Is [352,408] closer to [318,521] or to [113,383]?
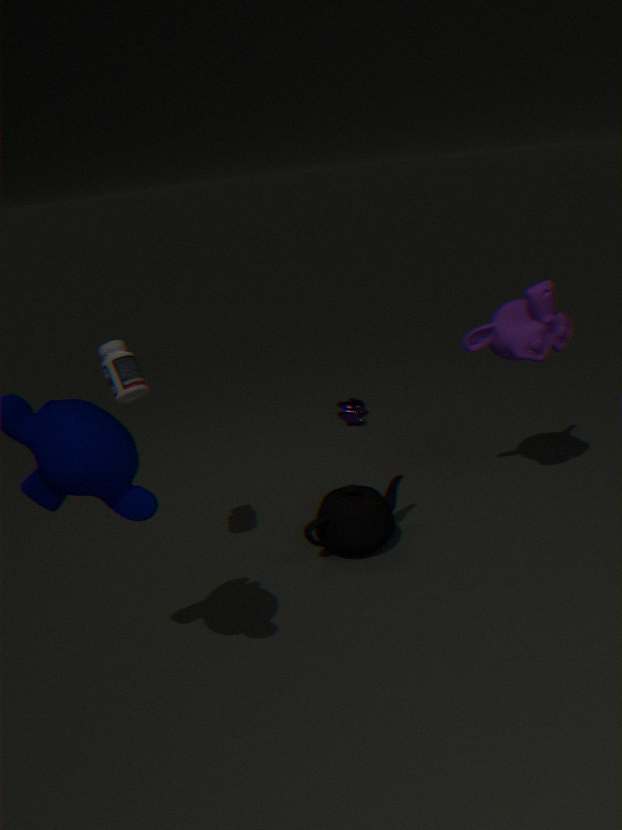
[318,521]
